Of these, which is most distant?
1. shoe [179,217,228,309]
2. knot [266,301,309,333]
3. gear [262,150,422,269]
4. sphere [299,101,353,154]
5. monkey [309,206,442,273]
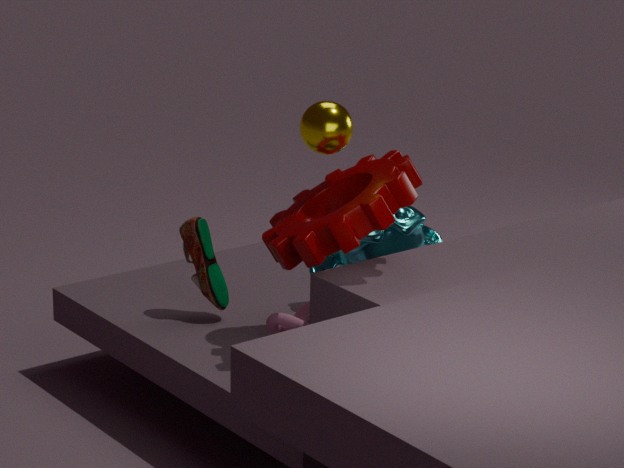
shoe [179,217,228,309]
